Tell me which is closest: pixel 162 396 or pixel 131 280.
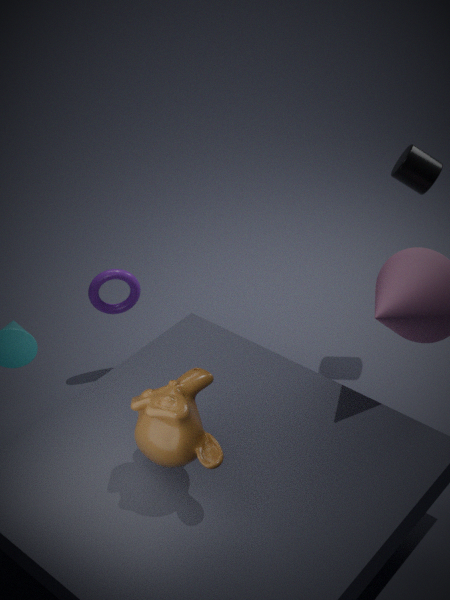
pixel 162 396
